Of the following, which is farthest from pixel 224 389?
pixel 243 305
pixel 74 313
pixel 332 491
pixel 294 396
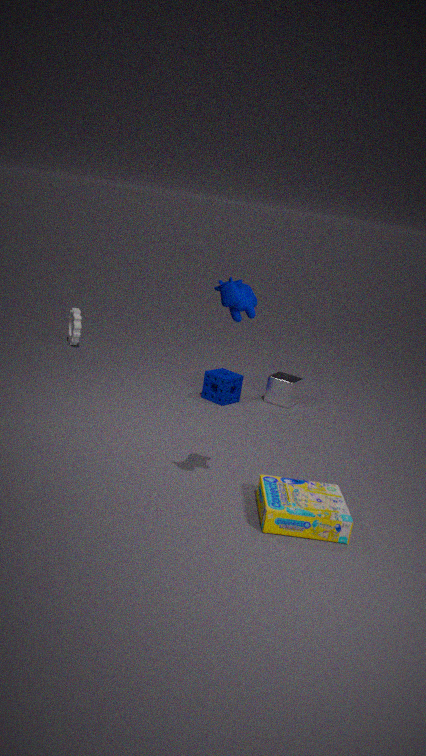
pixel 243 305
